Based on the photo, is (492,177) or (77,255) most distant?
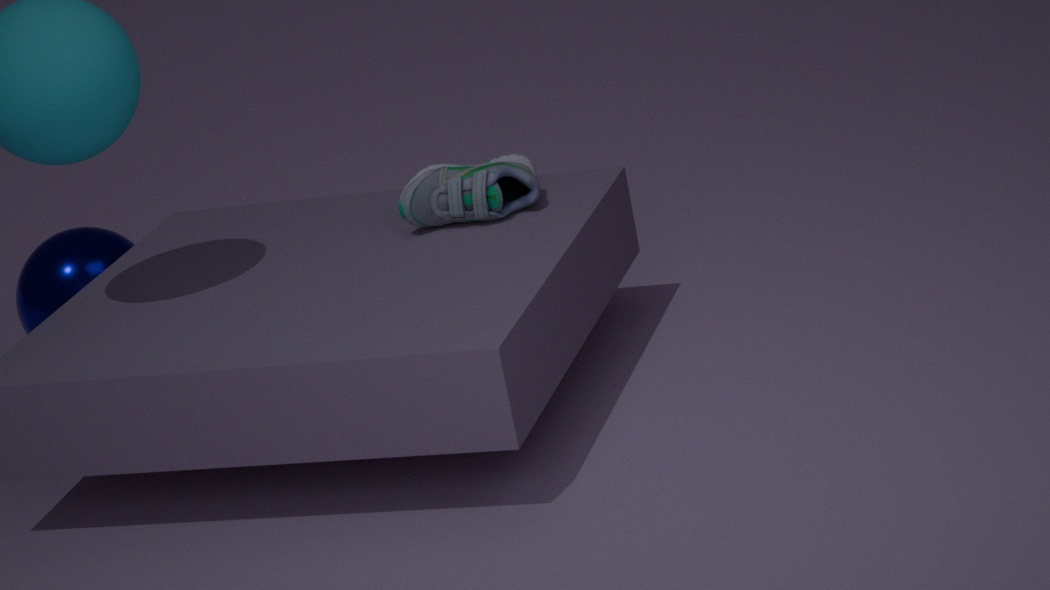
(77,255)
